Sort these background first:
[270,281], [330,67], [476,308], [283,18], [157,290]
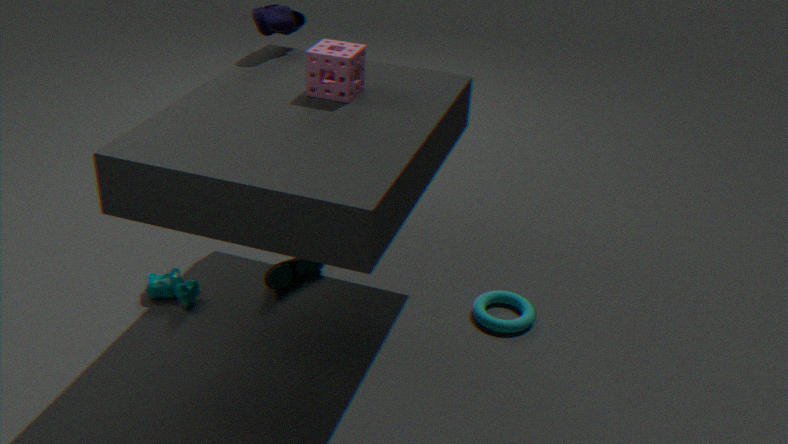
[283,18] < [270,281] < [476,308] < [157,290] < [330,67]
